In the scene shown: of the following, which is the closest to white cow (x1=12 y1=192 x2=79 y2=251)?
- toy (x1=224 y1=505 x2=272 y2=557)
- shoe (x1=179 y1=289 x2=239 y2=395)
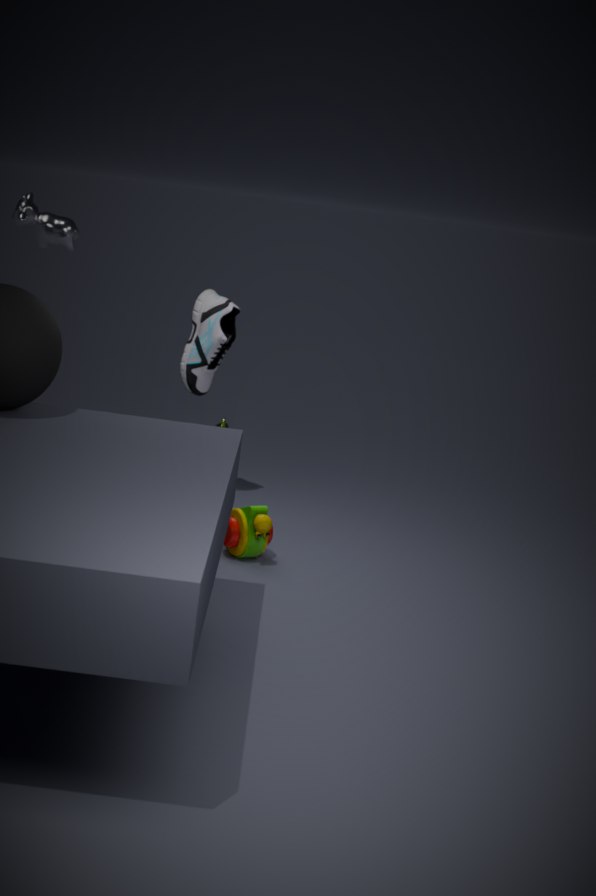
shoe (x1=179 y1=289 x2=239 y2=395)
